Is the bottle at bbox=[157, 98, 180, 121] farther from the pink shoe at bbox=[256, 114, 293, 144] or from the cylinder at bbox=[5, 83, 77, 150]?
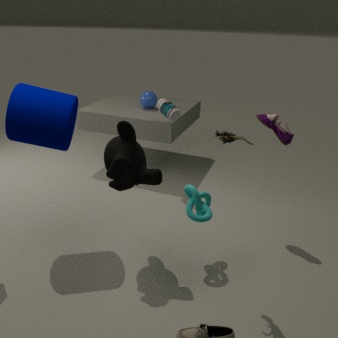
the cylinder at bbox=[5, 83, 77, 150]
